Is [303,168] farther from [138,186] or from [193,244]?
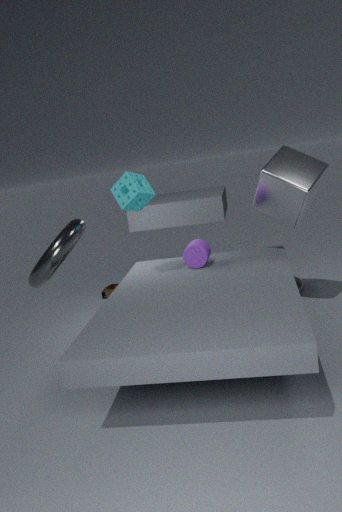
[138,186]
